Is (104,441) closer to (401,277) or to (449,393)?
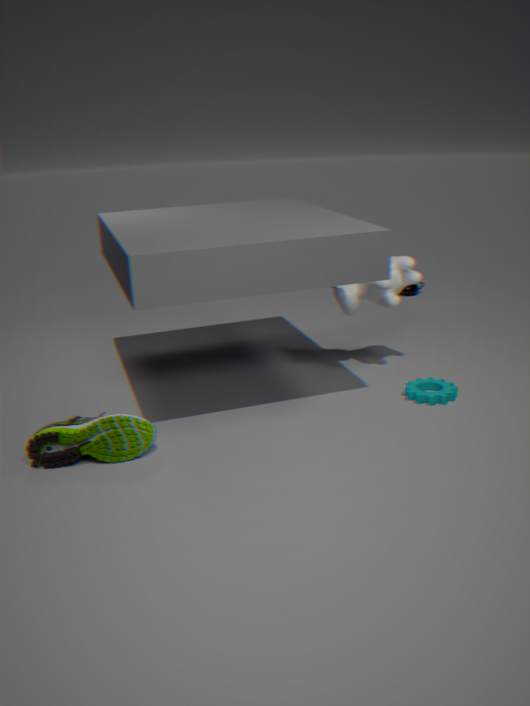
(449,393)
